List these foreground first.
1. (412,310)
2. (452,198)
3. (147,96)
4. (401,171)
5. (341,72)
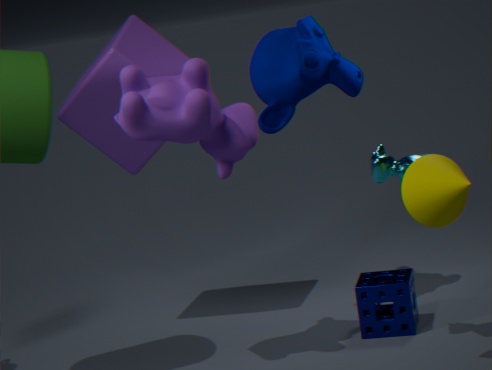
1. (452,198)
2. (401,171)
3. (147,96)
4. (412,310)
5. (341,72)
